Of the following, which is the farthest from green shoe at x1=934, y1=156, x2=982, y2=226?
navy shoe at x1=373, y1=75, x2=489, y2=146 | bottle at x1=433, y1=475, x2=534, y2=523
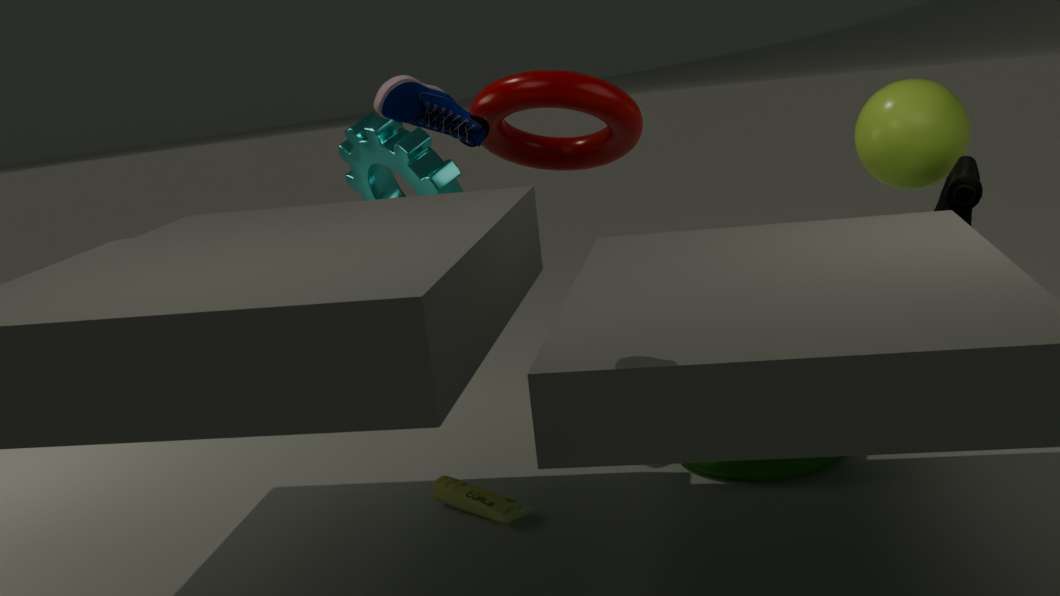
navy shoe at x1=373, y1=75, x2=489, y2=146
